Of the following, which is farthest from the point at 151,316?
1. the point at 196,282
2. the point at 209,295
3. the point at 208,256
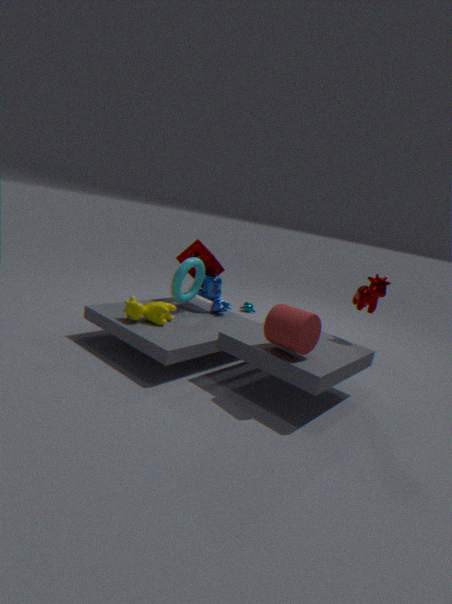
the point at 208,256
